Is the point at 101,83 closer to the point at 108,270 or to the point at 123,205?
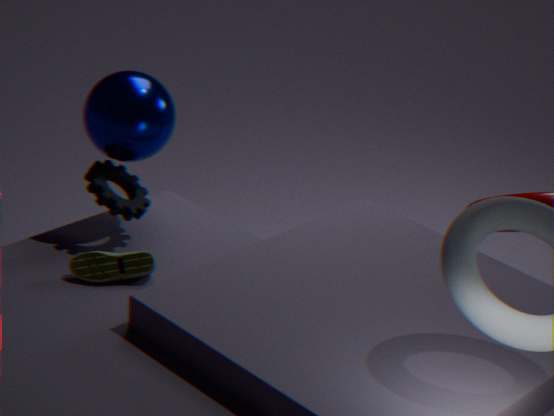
the point at 123,205
